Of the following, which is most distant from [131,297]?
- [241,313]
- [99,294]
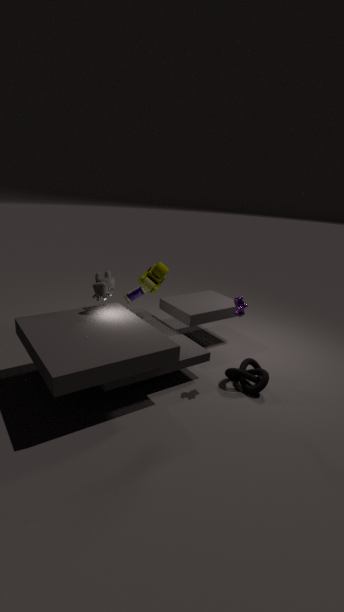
[241,313]
